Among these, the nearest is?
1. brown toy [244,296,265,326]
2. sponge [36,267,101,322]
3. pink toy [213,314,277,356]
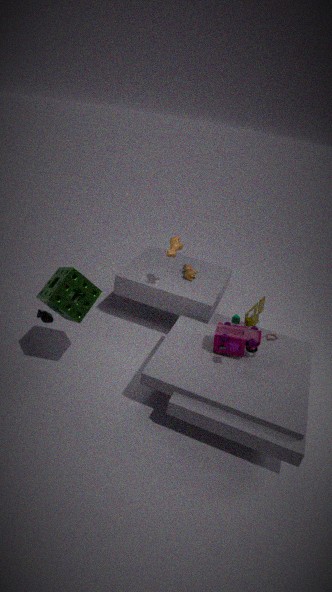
sponge [36,267,101,322]
